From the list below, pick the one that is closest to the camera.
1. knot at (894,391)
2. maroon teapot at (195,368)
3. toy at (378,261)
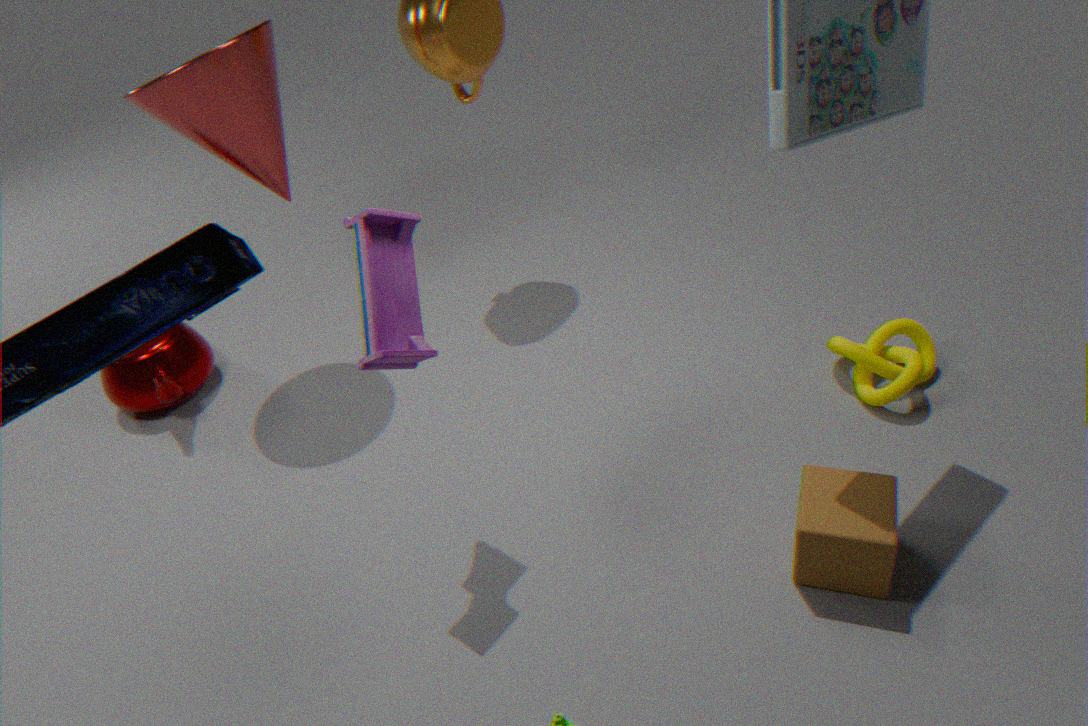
toy at (378,261)
